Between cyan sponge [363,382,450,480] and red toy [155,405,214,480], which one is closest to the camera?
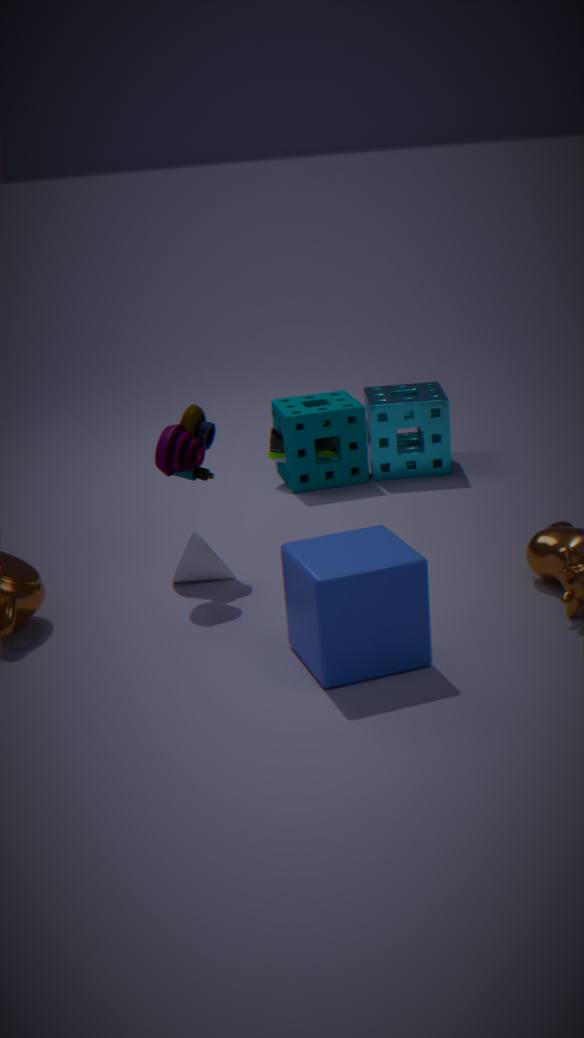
red toy [155,405,214,480]
